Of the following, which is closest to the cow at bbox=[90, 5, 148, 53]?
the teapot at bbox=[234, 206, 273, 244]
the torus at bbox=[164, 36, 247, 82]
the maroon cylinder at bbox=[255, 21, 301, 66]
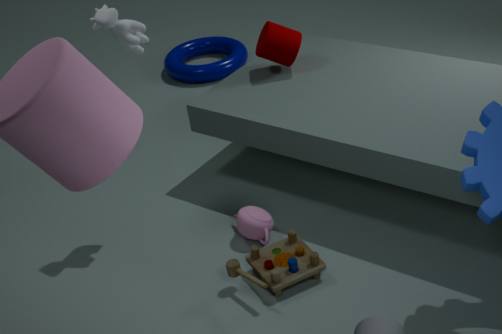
the maroon cylinder at bbox=[255, 21, 301, 66]
